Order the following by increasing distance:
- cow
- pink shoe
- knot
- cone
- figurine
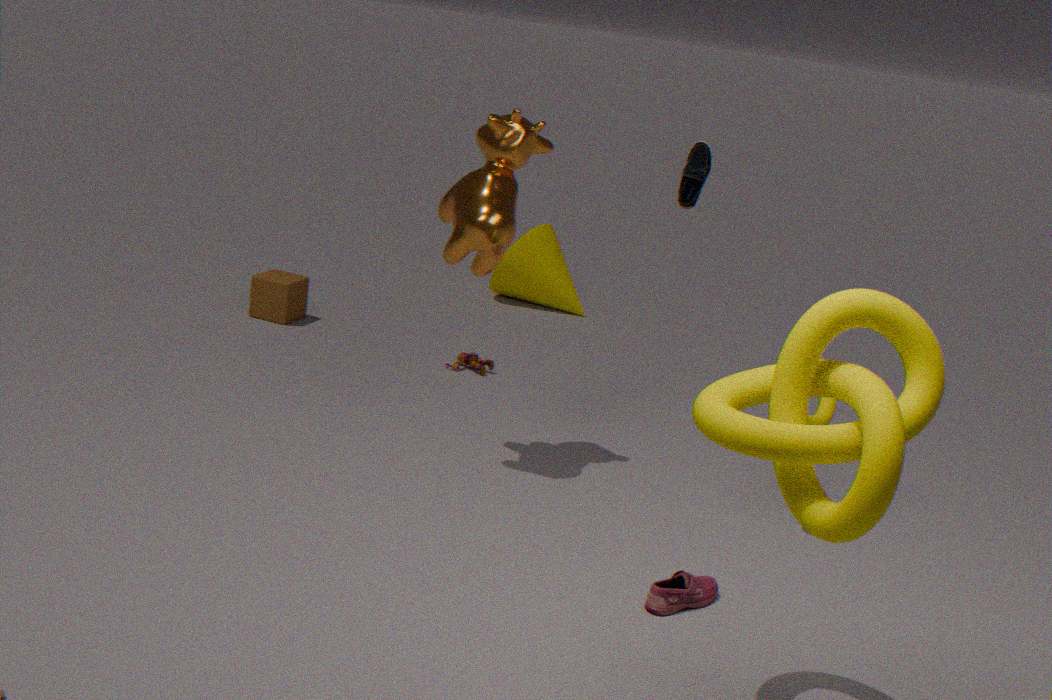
1. knot
2. pink shoe
3. cow
4. figurine
5. cone
